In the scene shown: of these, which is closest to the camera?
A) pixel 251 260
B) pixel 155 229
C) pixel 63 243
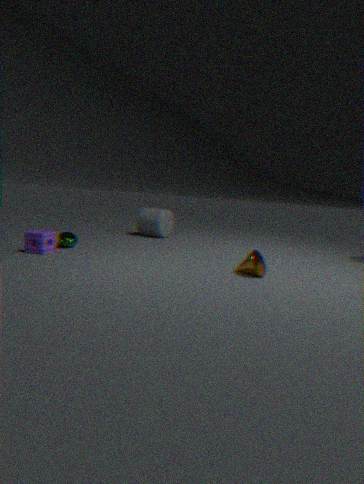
pixel 251 260
